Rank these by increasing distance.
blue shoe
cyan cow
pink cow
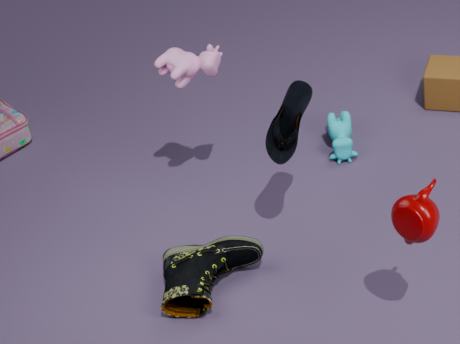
1. blue shoe
2. pink cow
3. cyan cow
